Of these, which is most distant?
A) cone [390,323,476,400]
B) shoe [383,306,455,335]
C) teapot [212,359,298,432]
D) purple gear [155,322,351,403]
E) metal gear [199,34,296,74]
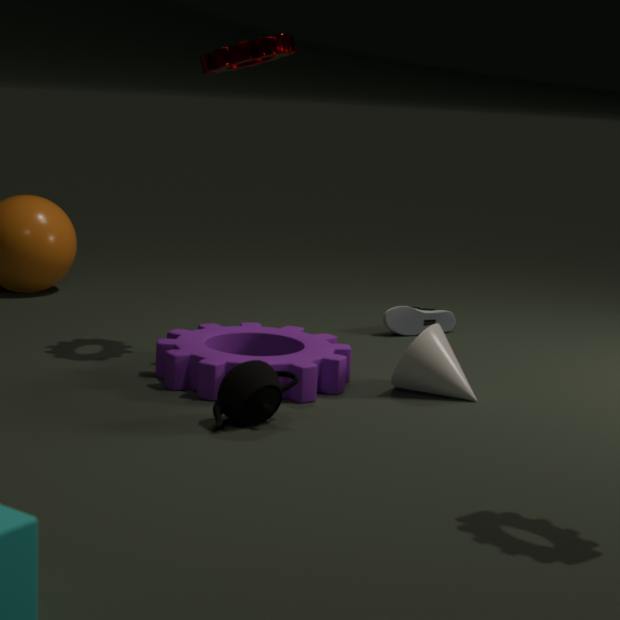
shoe [383,306,455,335]
